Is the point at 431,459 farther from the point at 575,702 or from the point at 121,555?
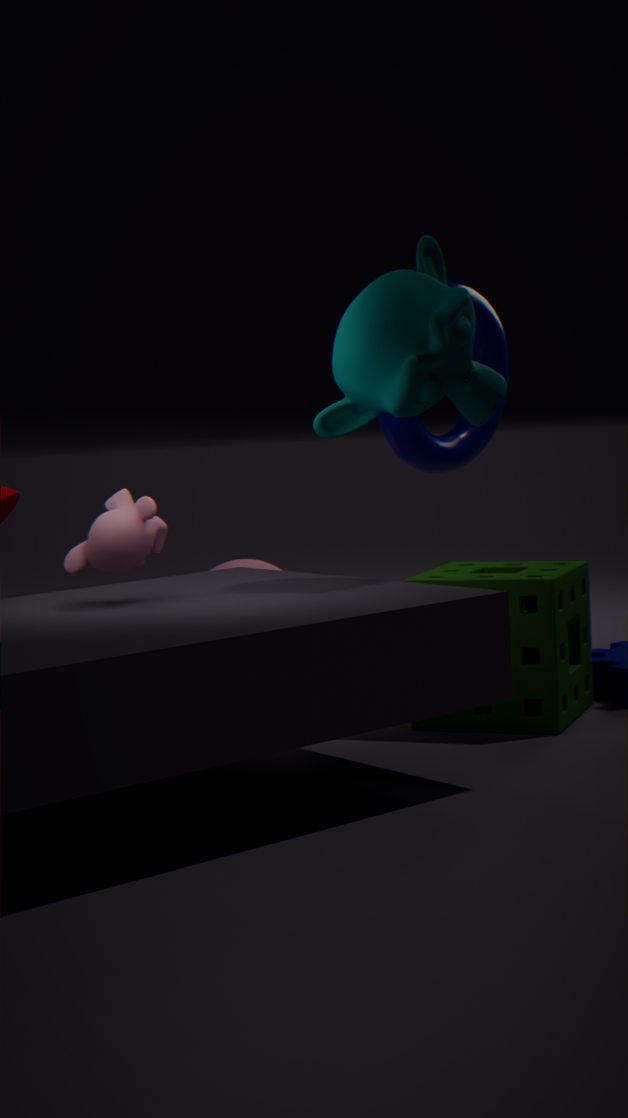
the point at 121,555
